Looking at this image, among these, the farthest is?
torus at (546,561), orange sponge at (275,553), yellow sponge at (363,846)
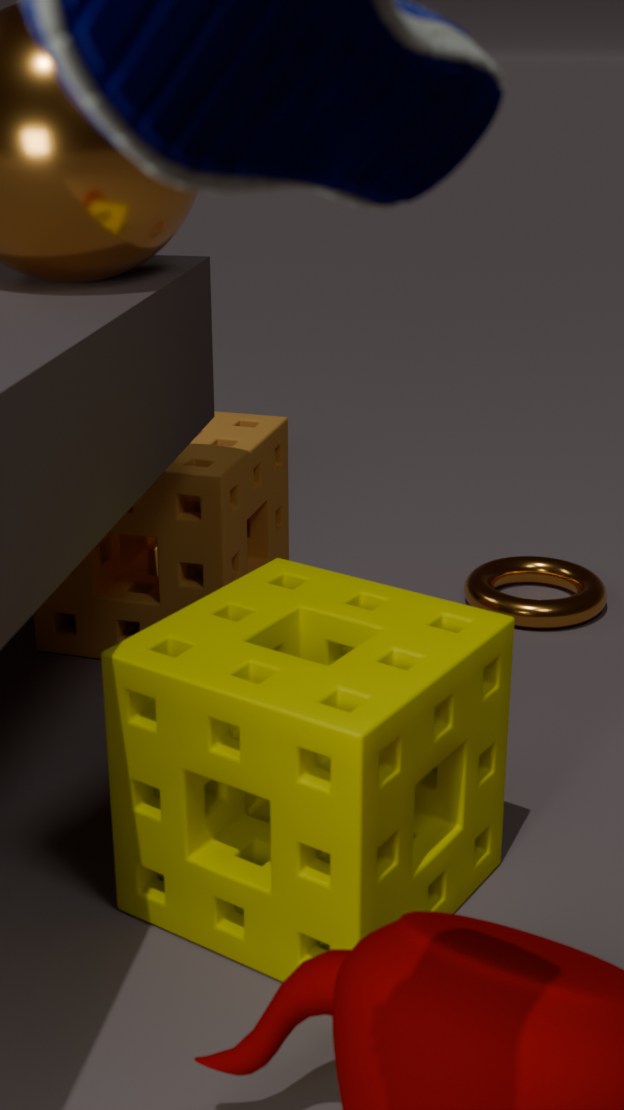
torus at (546,561)
